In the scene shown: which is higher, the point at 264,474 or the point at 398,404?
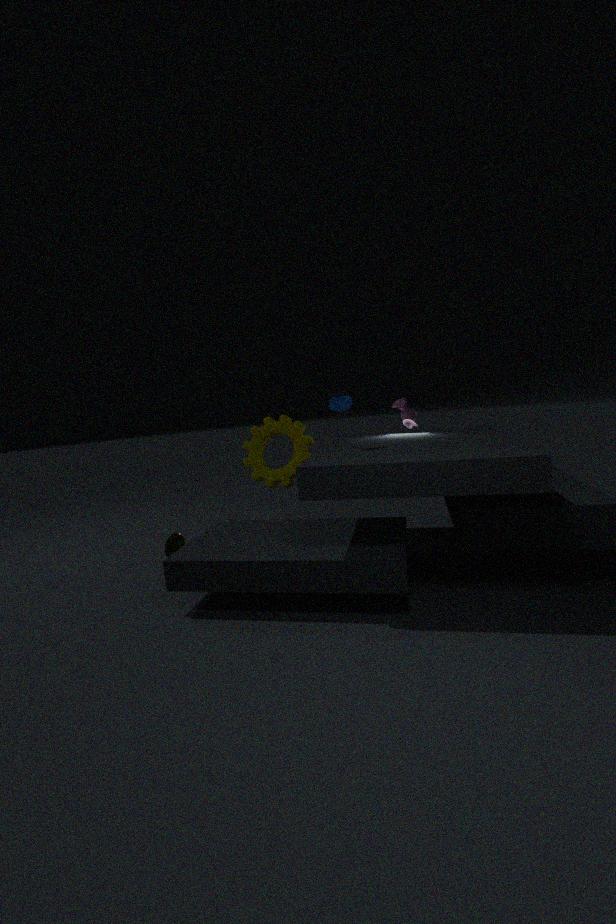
the point at 398,404
